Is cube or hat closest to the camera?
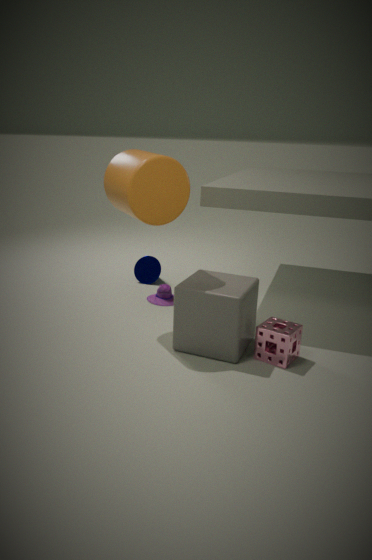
cube
